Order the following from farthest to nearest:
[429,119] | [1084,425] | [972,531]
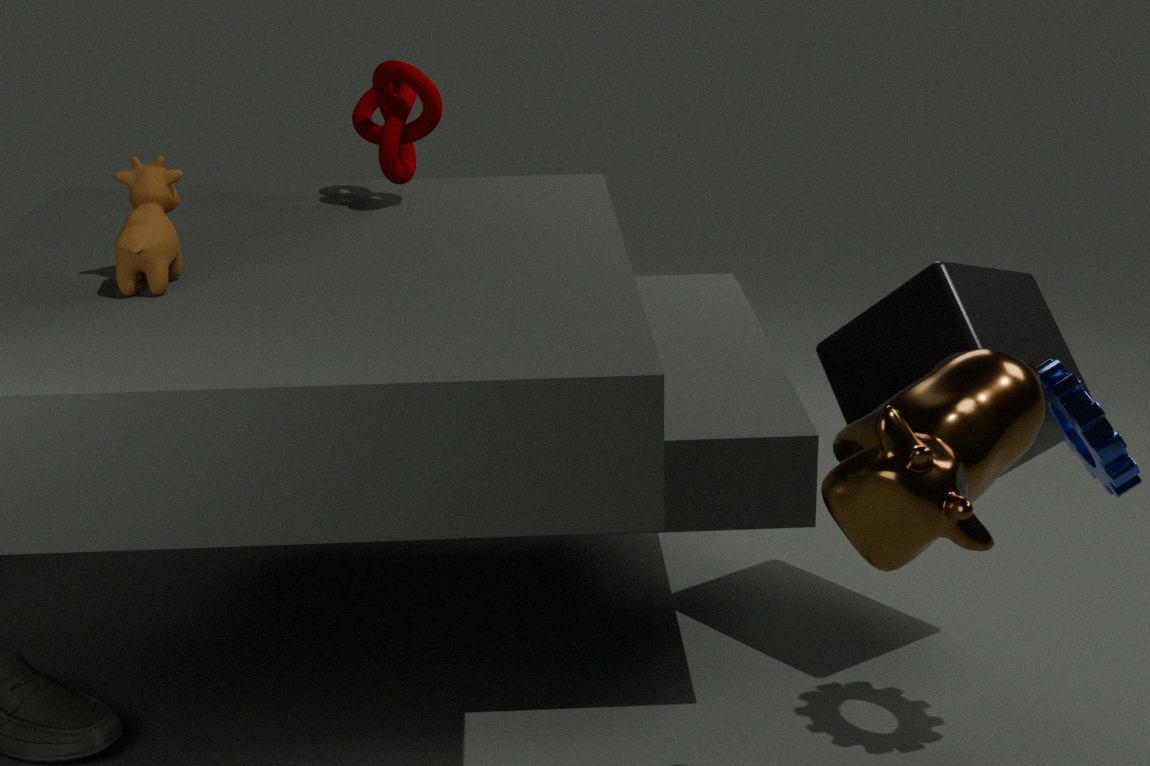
1. [429,119]
2. [1084,425]
3. [972,531]
